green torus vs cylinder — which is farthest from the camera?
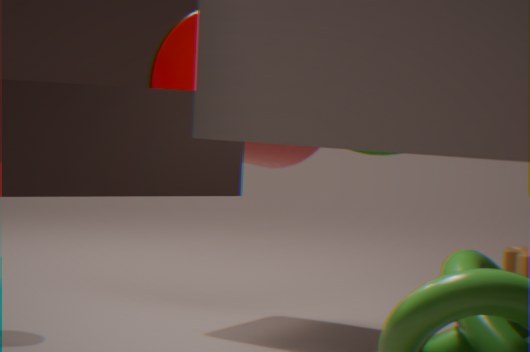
cylinder
